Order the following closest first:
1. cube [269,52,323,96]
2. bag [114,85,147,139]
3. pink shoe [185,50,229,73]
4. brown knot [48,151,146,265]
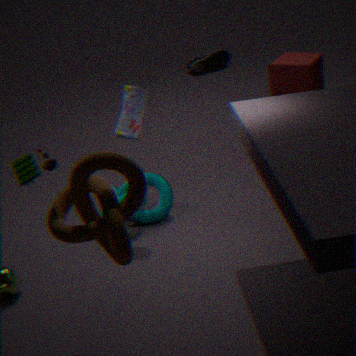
brown knot [48,151,146,265]
bag [114,85,147,139]
cube [269,52,323,96]
pink shoe [185,50,229,73]
